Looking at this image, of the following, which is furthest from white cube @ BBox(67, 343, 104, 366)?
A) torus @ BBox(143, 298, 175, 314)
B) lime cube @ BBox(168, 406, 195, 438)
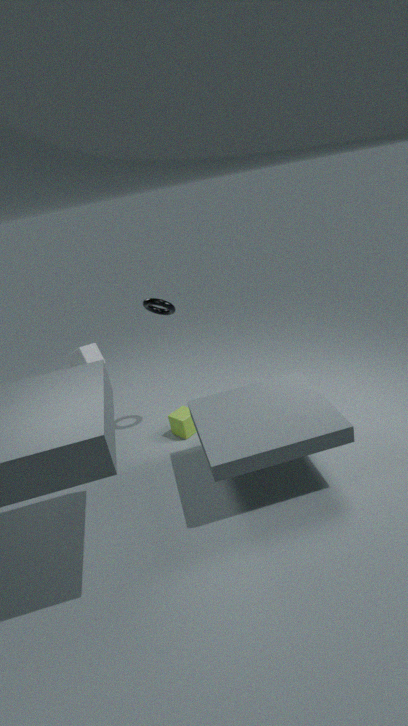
lime cube @ BBox(168, 406, 195, 438)
